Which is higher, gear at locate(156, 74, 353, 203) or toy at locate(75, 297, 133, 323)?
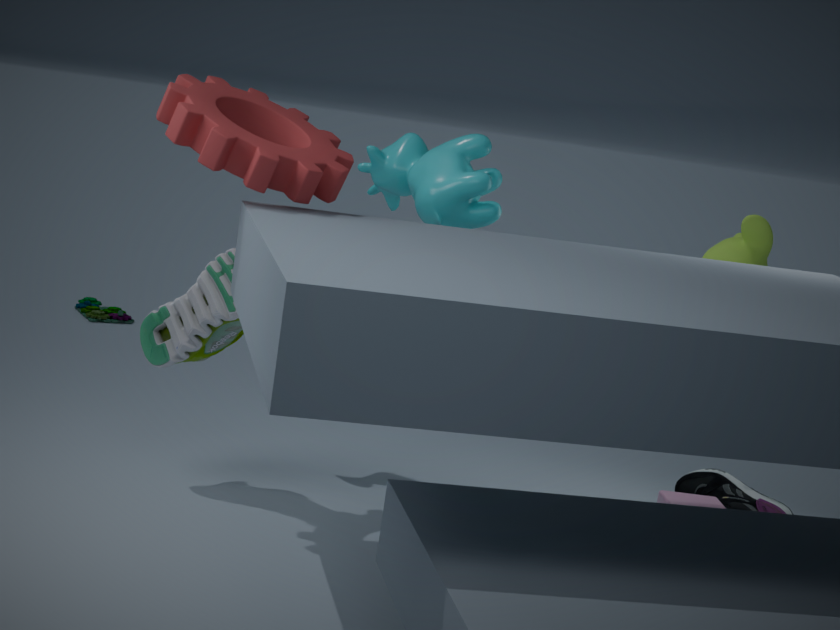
gear at locate(156, 74, 353, 203)
